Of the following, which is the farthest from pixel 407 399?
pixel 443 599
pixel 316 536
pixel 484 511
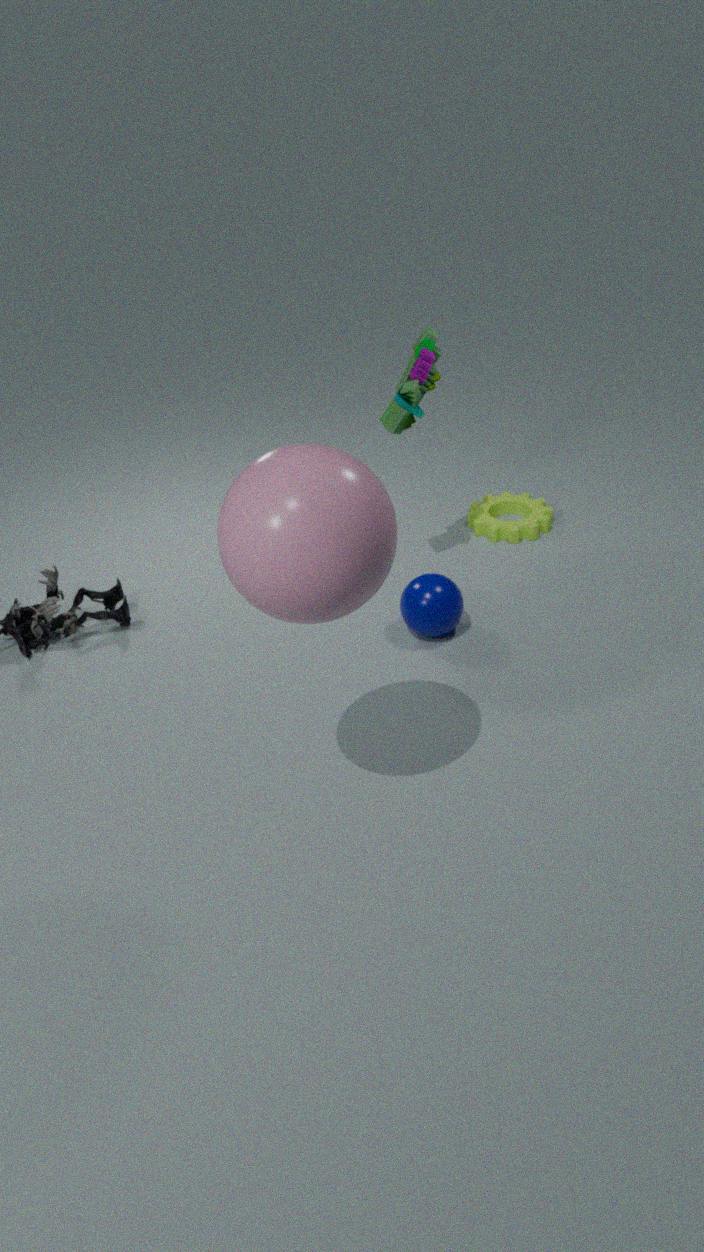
pixel 316 536
